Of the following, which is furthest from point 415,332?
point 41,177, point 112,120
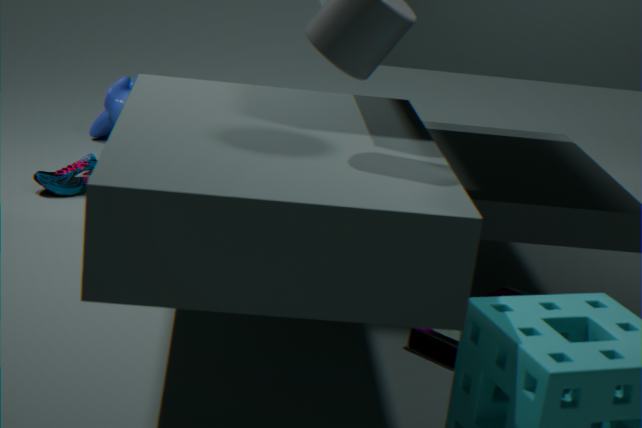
point 112,120
